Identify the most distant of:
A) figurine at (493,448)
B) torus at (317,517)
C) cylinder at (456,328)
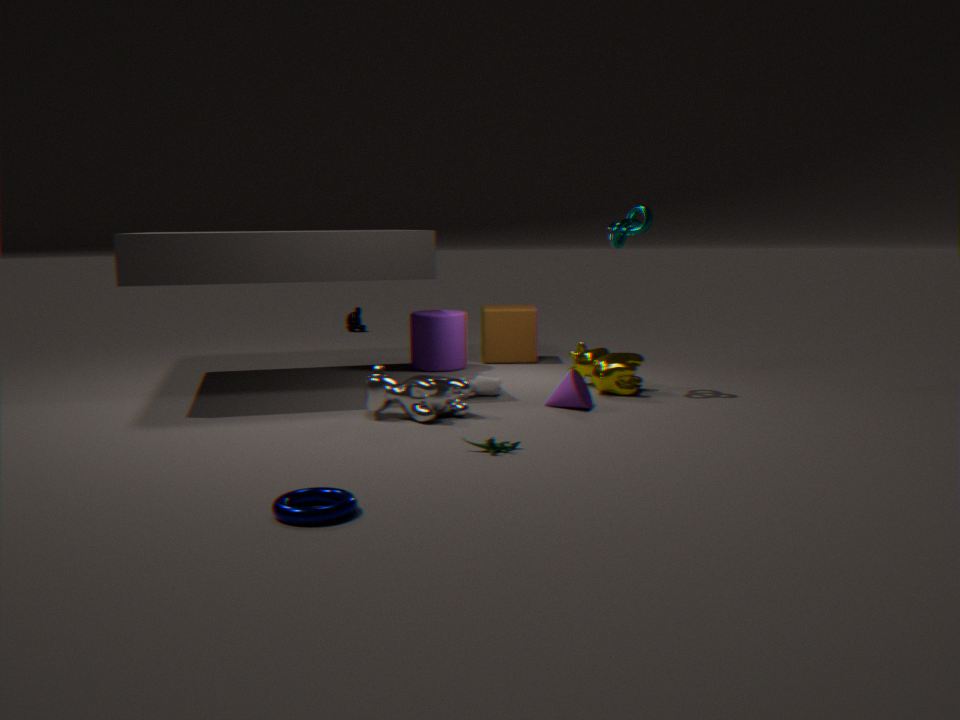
cylinder at (456,328)
